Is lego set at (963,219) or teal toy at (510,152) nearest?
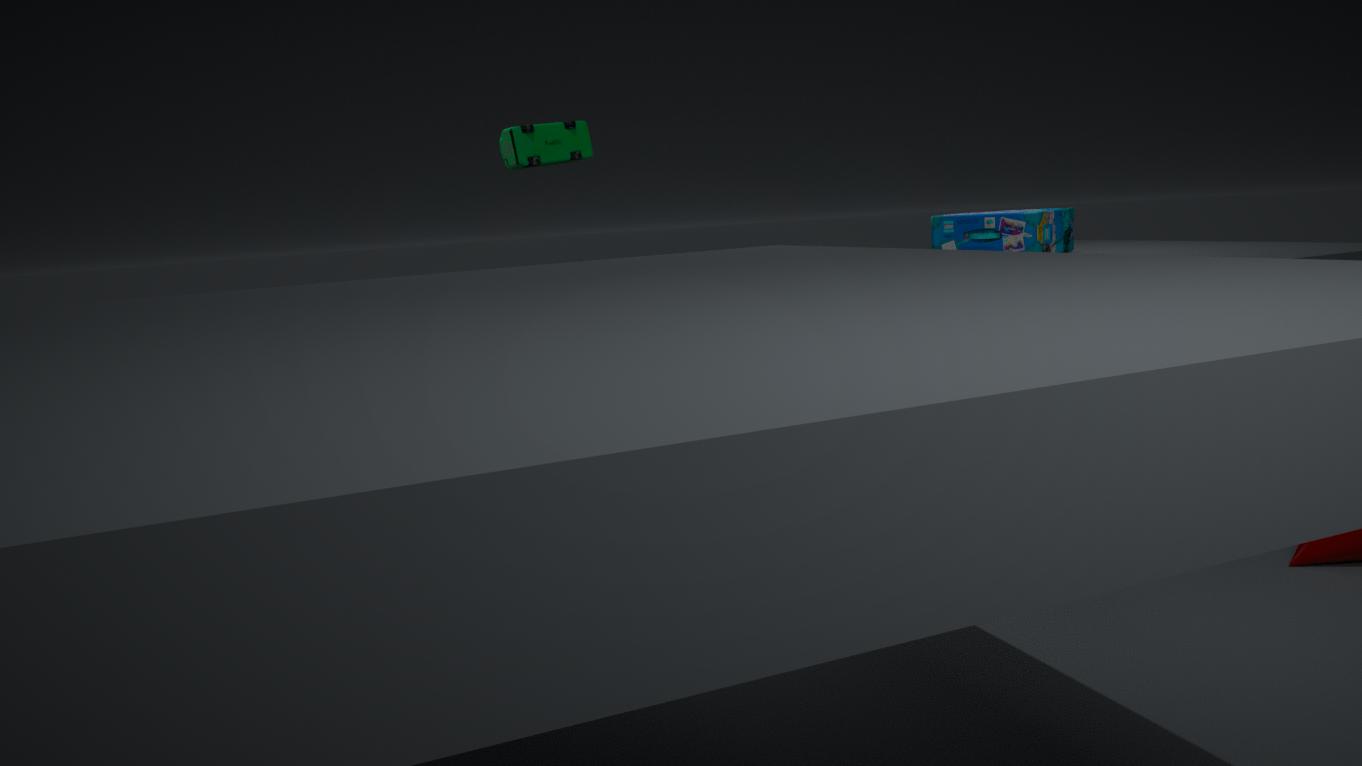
teal toy at (510,152)
